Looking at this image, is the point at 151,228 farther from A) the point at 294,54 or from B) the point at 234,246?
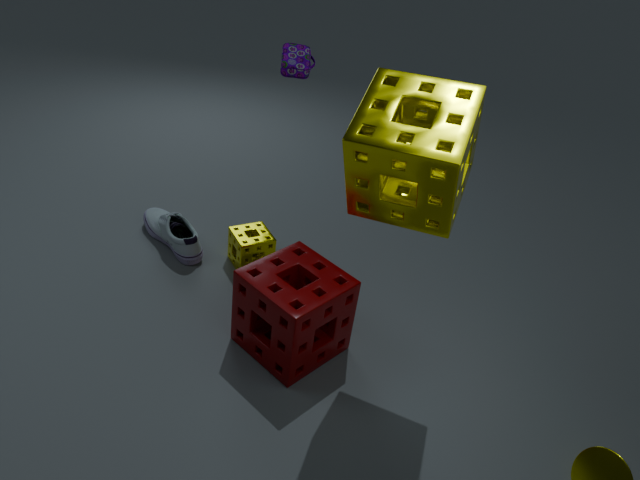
A) the point at 294,54
